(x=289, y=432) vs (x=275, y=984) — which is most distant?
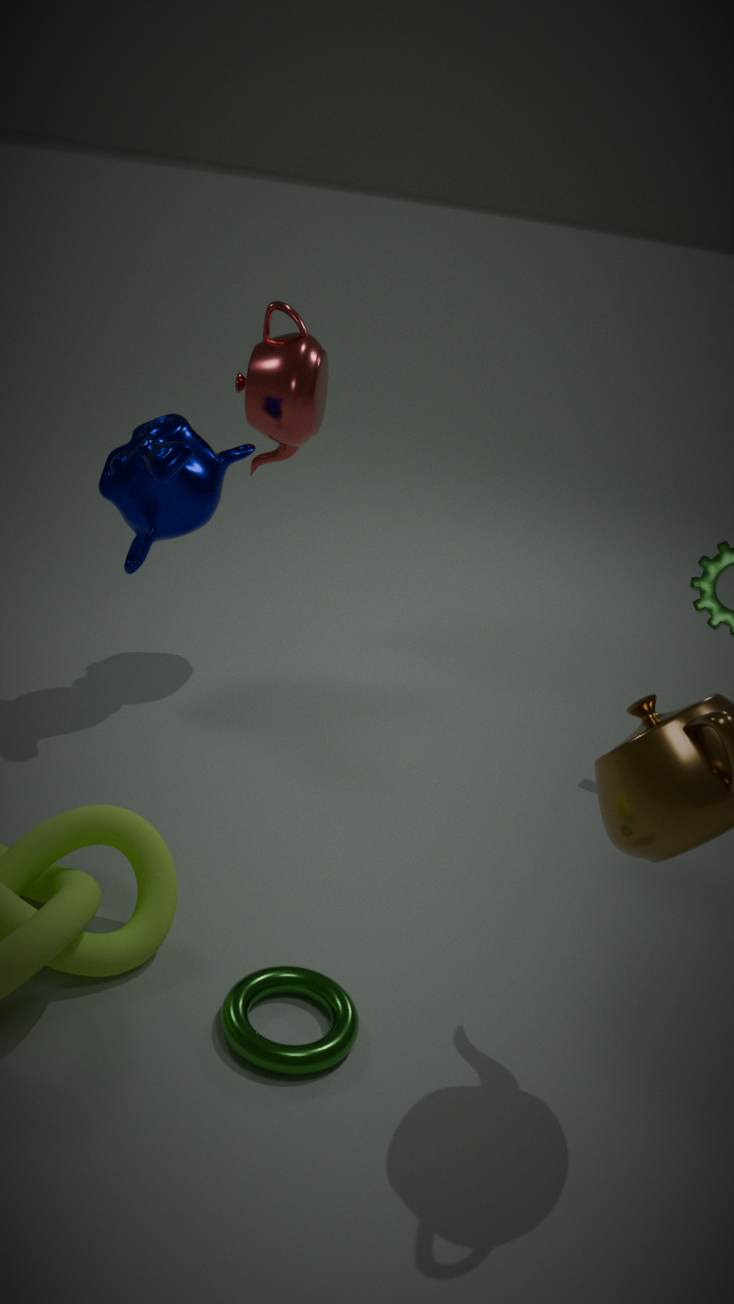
(x=289, y=432)
